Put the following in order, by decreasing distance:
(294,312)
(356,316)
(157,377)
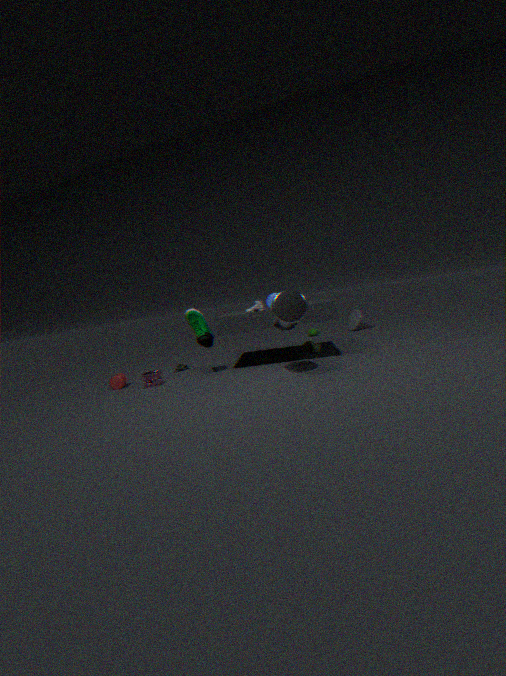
(356,316) → (157,377) → (294,312)
